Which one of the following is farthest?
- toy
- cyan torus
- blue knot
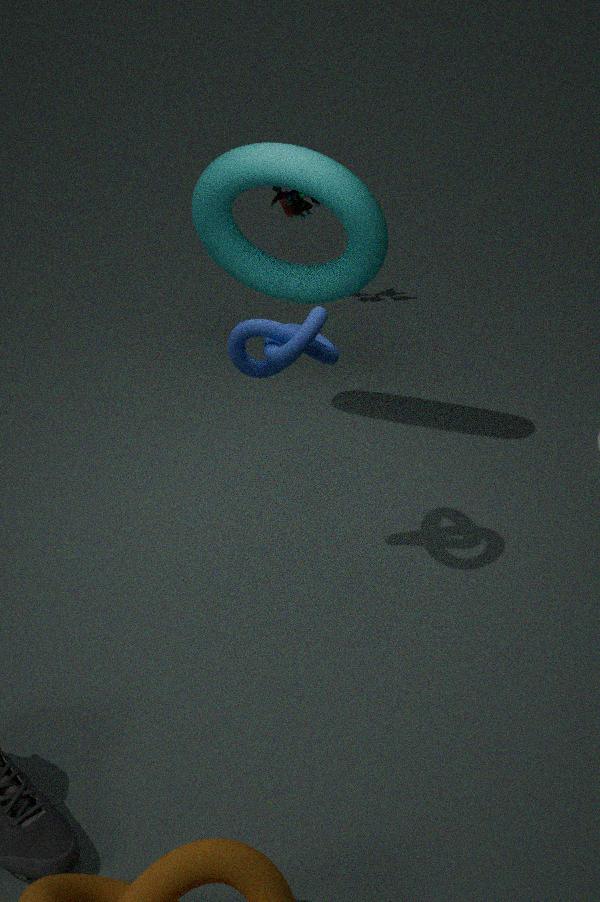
toy
